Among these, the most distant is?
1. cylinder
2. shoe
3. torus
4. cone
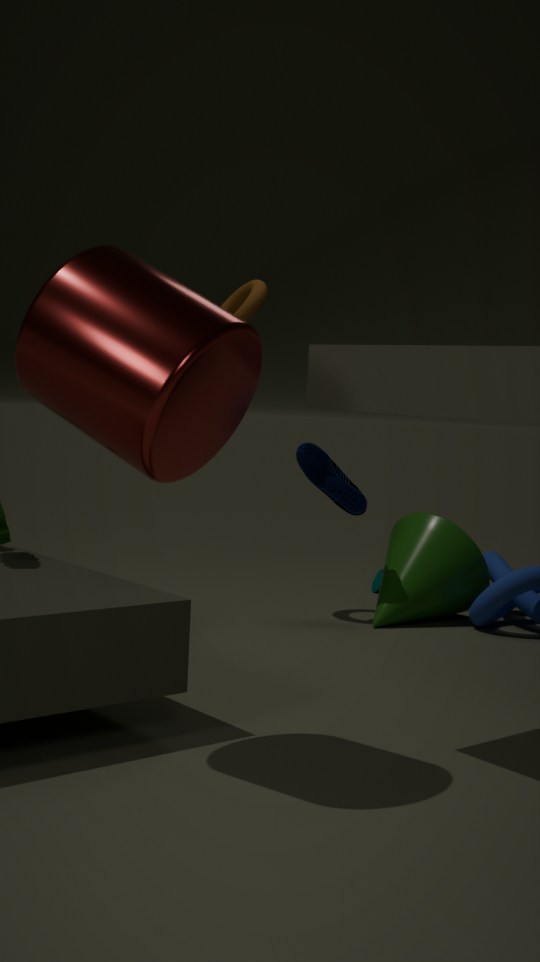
cone
